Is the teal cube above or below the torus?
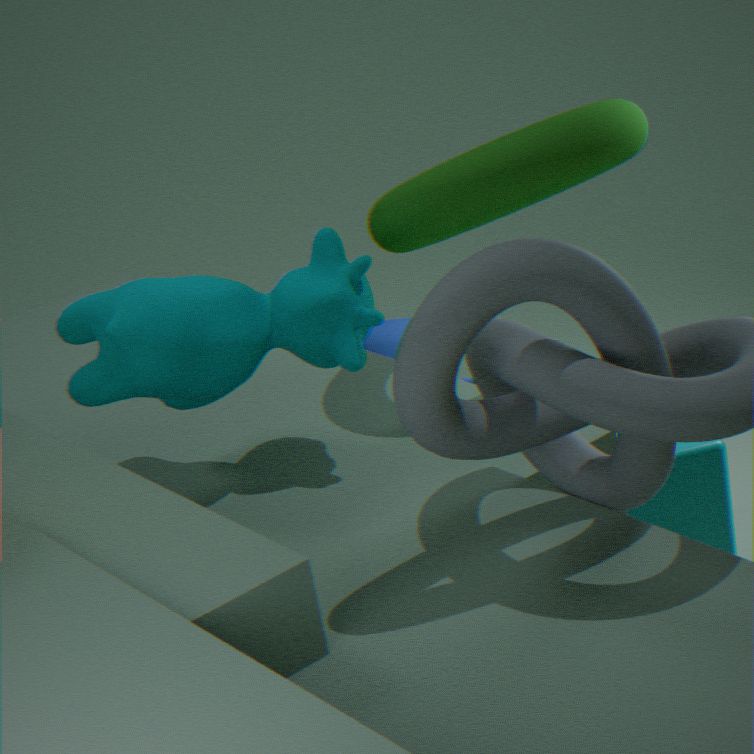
below
